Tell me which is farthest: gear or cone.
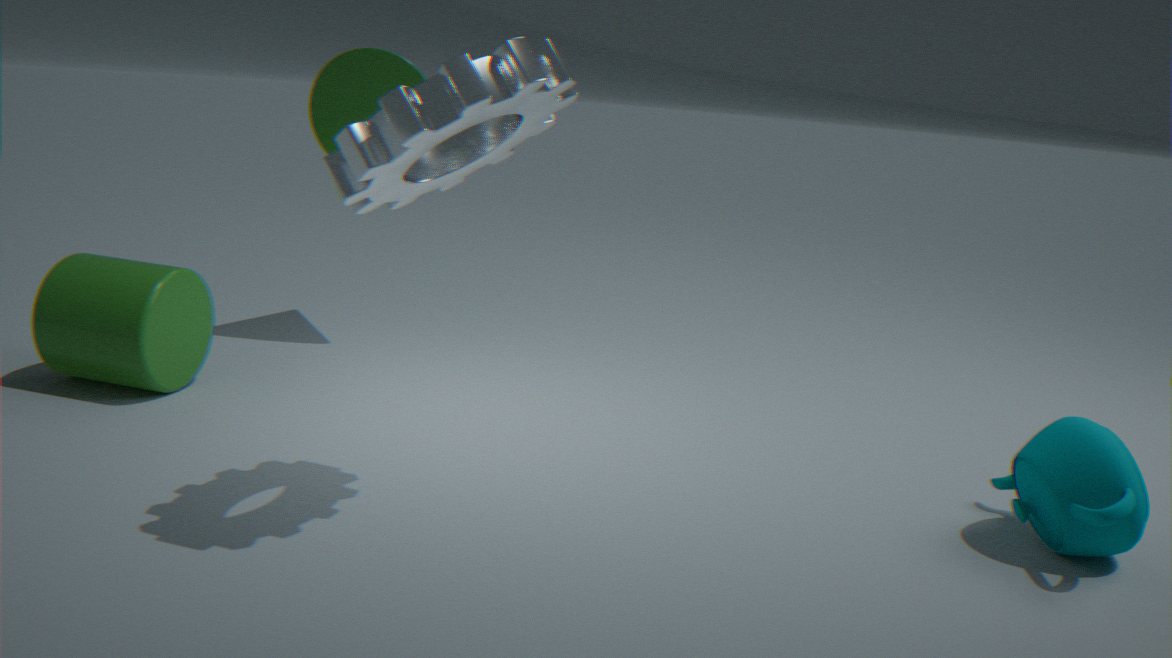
cone
